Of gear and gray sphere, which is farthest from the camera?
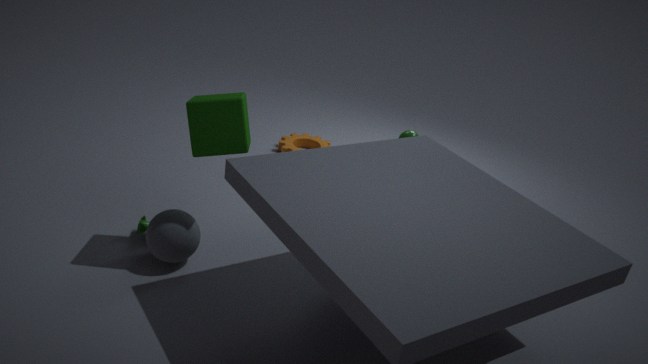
gear
